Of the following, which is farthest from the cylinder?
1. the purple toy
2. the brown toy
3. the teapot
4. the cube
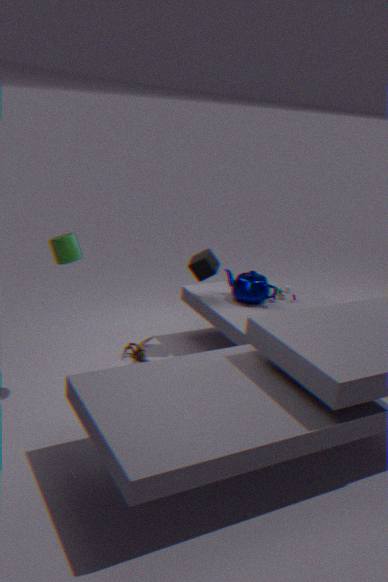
the purple toy
